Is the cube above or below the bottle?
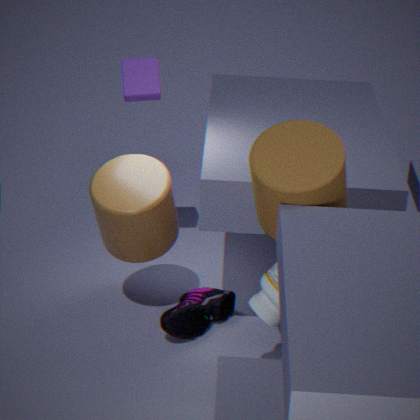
above
